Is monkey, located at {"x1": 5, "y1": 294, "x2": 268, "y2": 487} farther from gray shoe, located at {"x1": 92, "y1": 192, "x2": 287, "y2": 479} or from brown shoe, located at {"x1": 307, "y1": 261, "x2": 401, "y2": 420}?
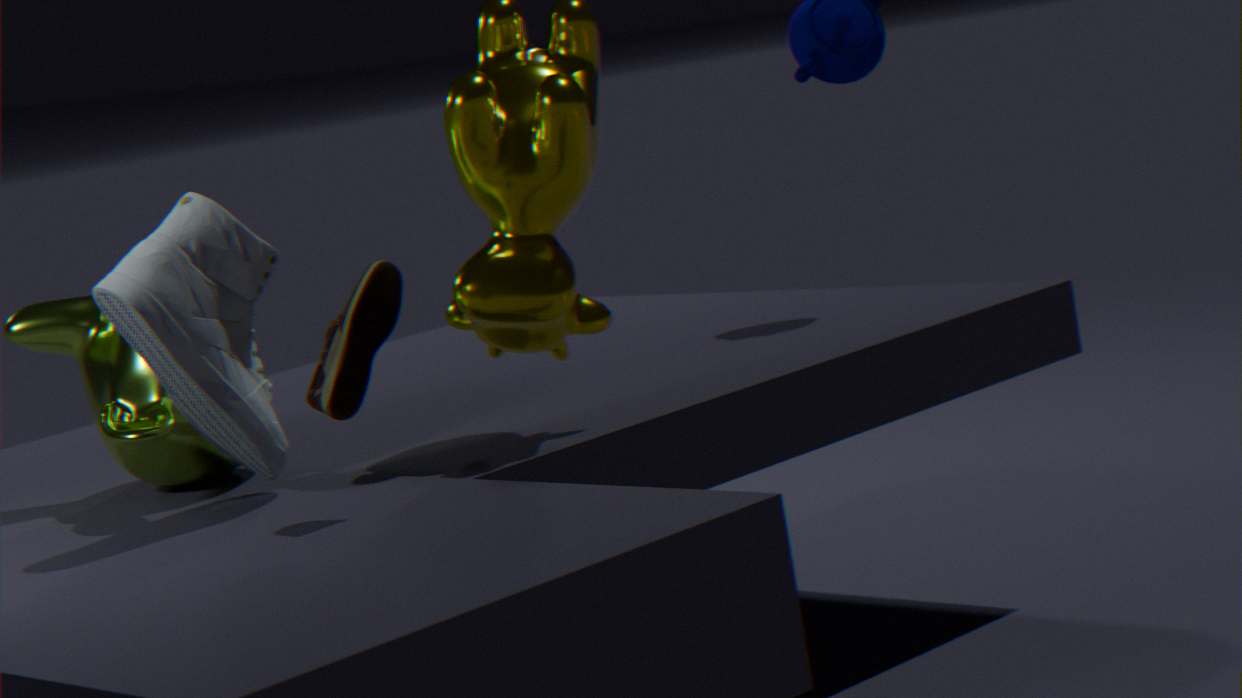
brown shoe, located at {"x1": 307, "y1": 261, "x2": 401, "y2": 420}
